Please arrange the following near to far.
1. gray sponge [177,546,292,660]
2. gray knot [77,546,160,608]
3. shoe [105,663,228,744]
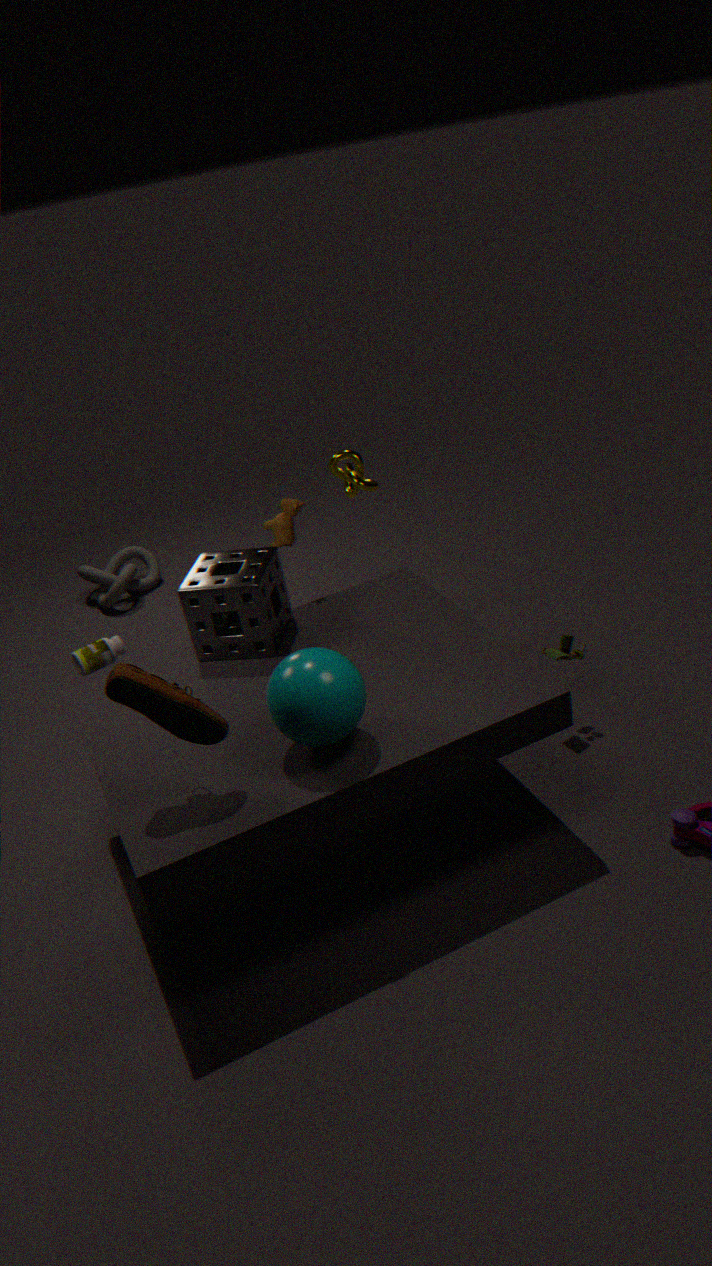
shoe [105,663,228,744]
gray sponge [177,546,292,660]
gray knot [77,546,160,608]
